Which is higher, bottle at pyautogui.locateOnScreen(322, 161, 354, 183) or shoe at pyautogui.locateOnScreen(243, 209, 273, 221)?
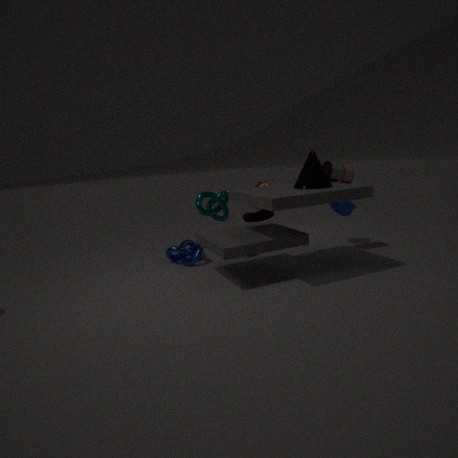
bottle at pyautogui.locateOnScreen(322, 161, 354, 183)
